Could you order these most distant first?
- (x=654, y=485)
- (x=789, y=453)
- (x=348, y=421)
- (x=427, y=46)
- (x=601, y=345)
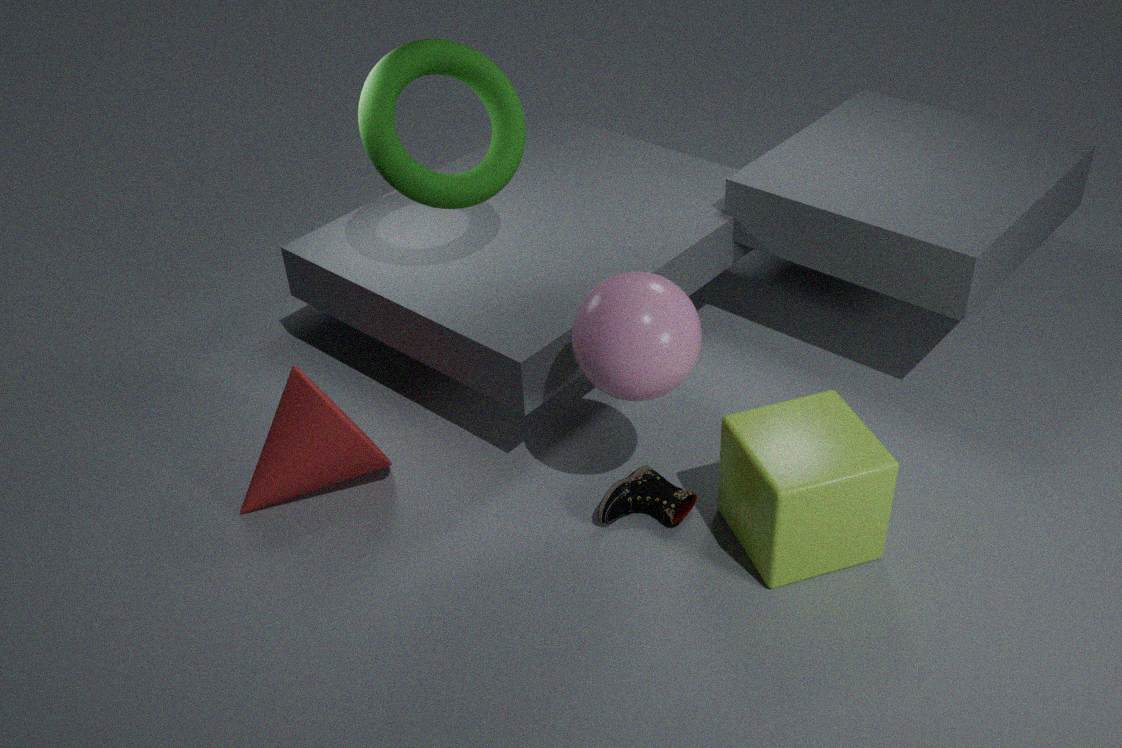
(x=427, y=46) → (x=654, y=485) → (x=348, y=421) → (x=789, y=453) → (x=601, y=345)
